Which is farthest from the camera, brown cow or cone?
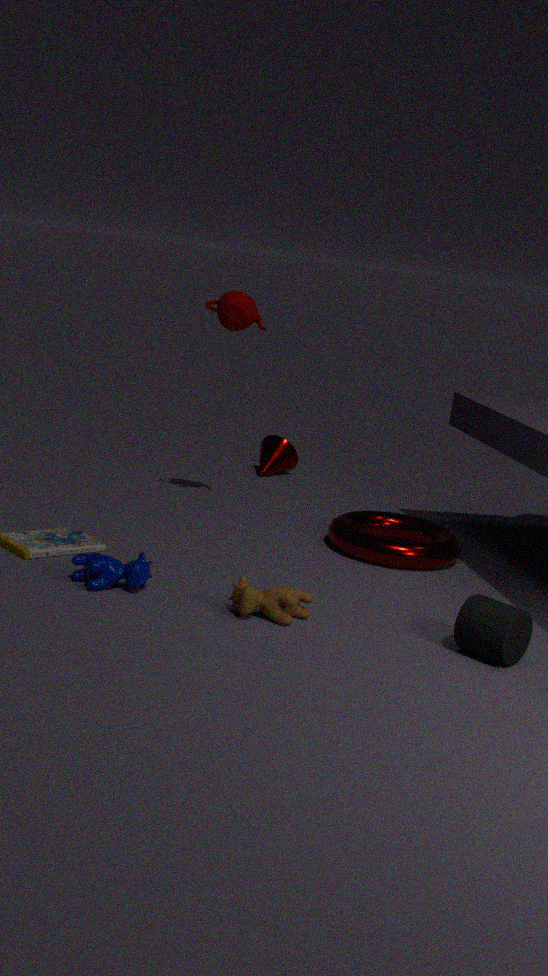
cone
